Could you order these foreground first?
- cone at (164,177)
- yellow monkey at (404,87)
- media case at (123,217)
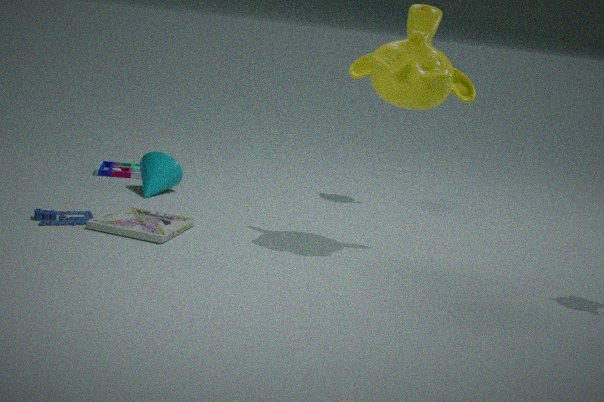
1. yellow monkey at (404,87)
2. media case at (123,217)
3. cone at (164,177)
